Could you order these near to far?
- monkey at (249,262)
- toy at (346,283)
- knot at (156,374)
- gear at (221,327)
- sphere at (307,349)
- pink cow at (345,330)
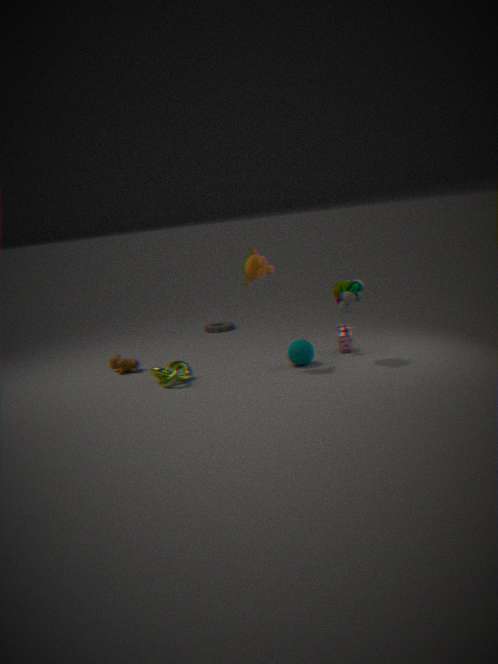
toy at (346,283) → monkey at (249,262) → knot at (156,374) → sphere at (307,349) → pink cow at (345,330) → gear at (221,327)
